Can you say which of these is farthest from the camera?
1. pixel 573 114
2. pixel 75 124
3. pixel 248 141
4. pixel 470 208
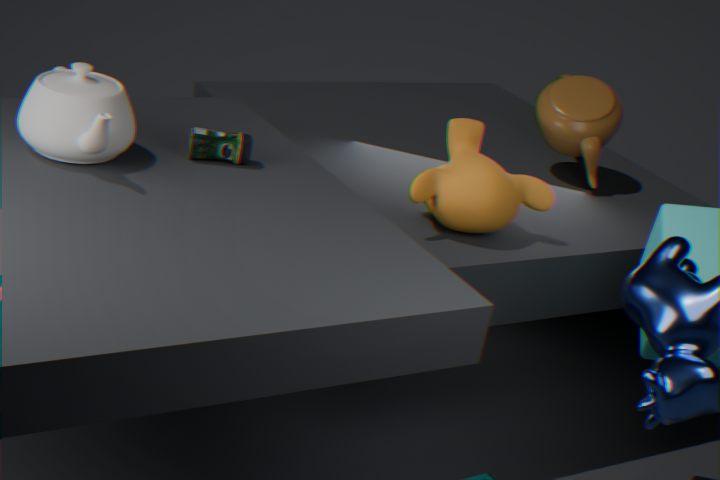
pixel 573 114
